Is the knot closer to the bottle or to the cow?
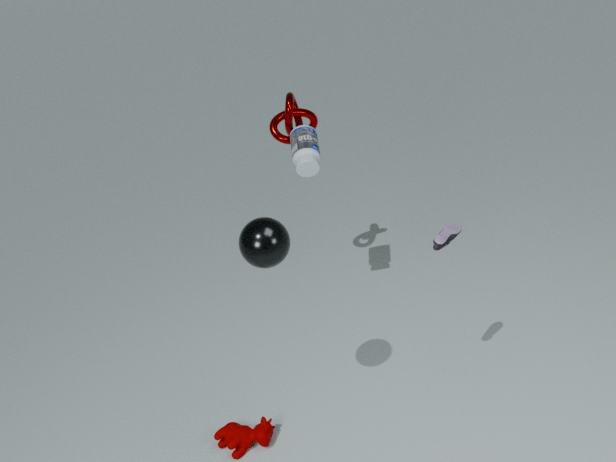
the bottle
